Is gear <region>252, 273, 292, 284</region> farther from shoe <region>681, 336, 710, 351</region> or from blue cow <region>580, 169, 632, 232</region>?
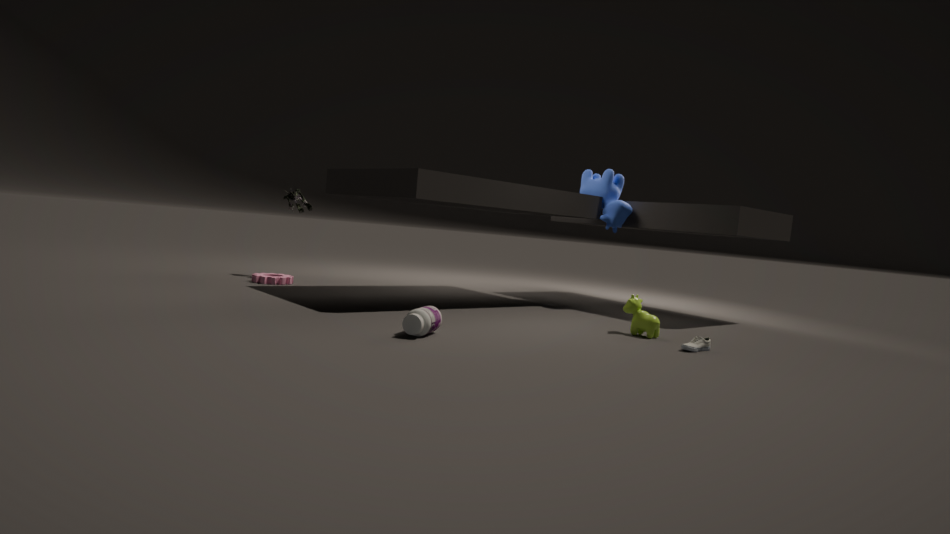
shoe <region>681, 336, 710, 351</region>
